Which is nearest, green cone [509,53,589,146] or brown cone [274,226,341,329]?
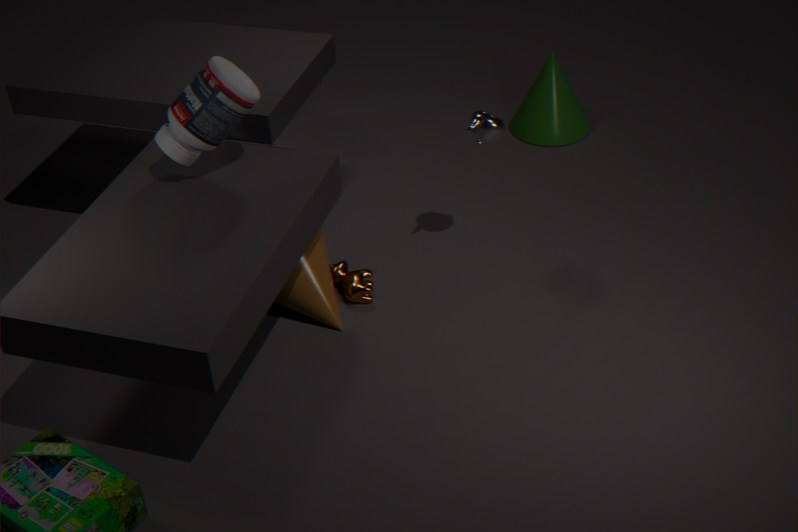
brown cone [274,226,341,329]
